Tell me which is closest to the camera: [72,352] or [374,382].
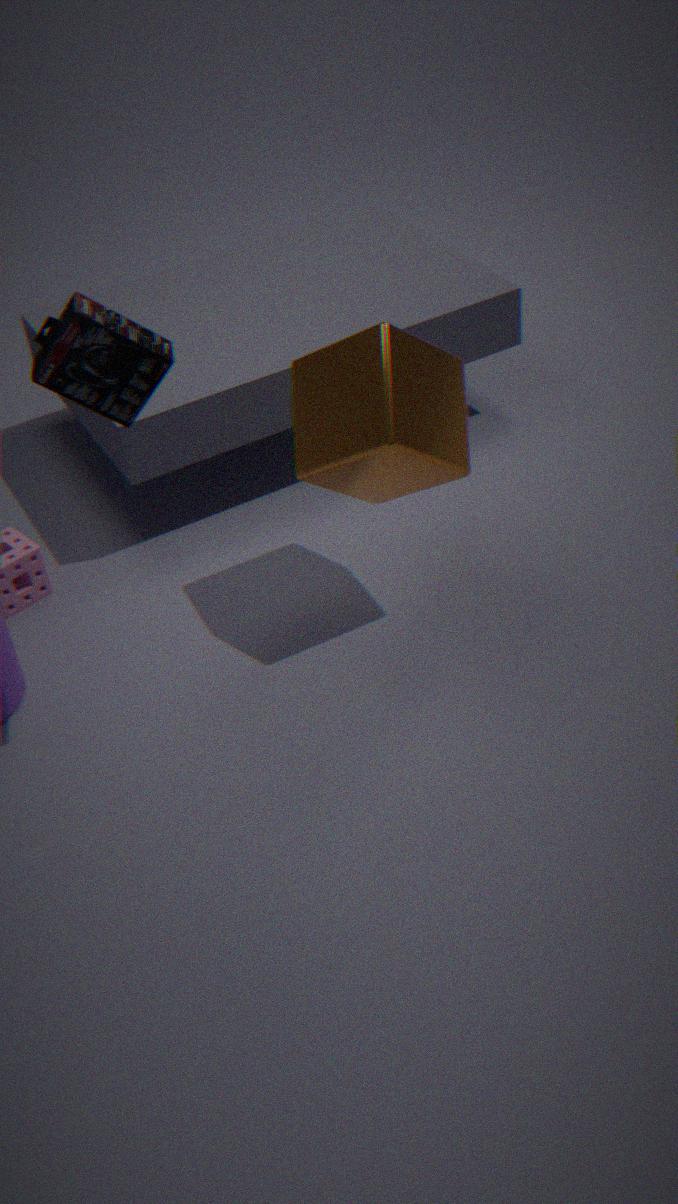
[72,352]
